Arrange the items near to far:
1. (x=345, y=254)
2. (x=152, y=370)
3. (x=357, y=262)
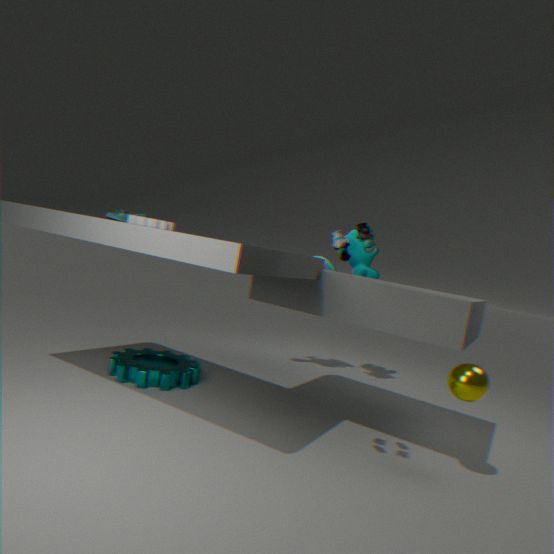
(x=345, y=254)
(x=152, y=370)
(x=357, y=262)
